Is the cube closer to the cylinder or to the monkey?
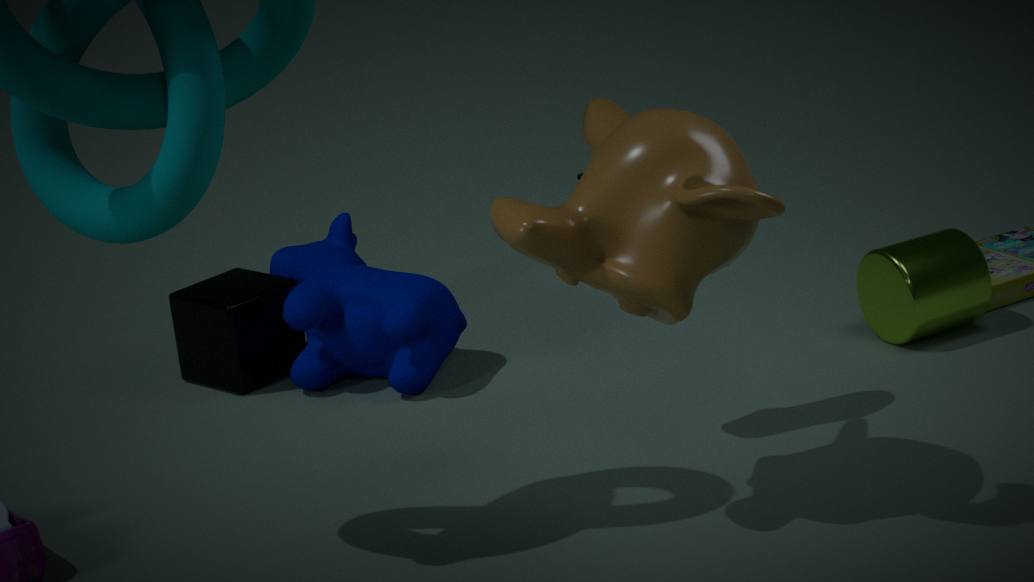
the monkey
